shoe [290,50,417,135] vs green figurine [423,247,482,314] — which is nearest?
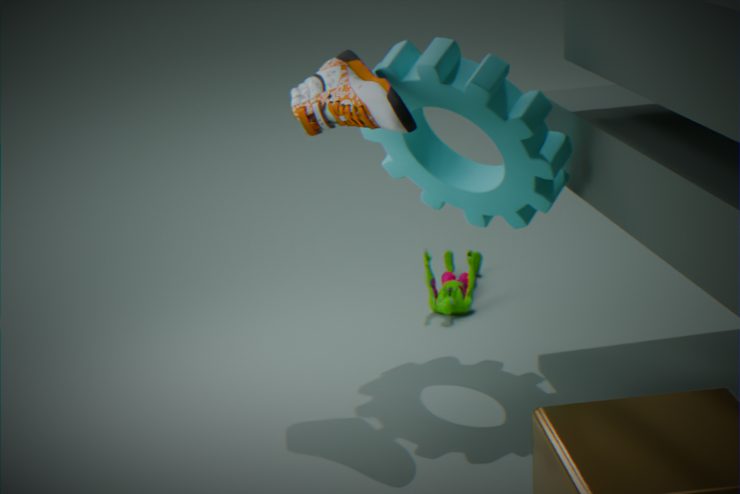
shoe [290,50,417,135]
